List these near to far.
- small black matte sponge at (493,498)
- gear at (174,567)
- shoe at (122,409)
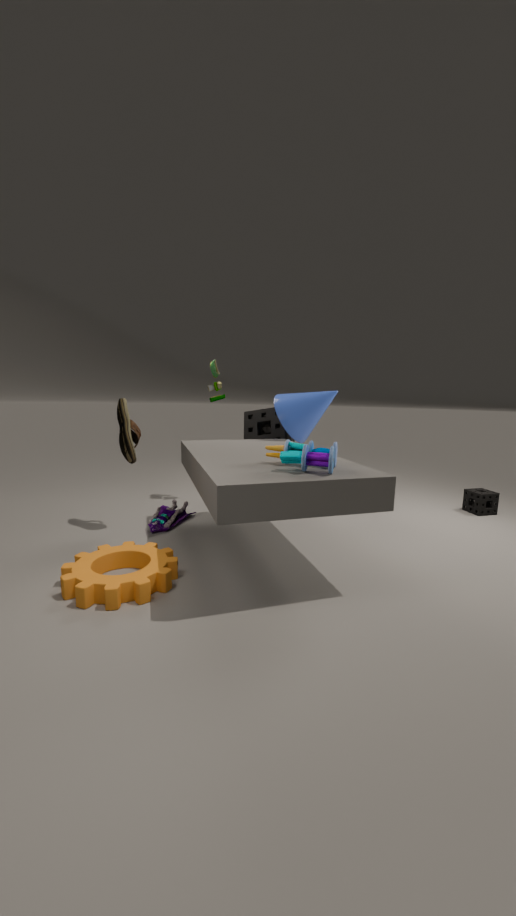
1. gear at (174,567)
2. shoe at (122,409)
3. small black matte sponge at (493,498)
